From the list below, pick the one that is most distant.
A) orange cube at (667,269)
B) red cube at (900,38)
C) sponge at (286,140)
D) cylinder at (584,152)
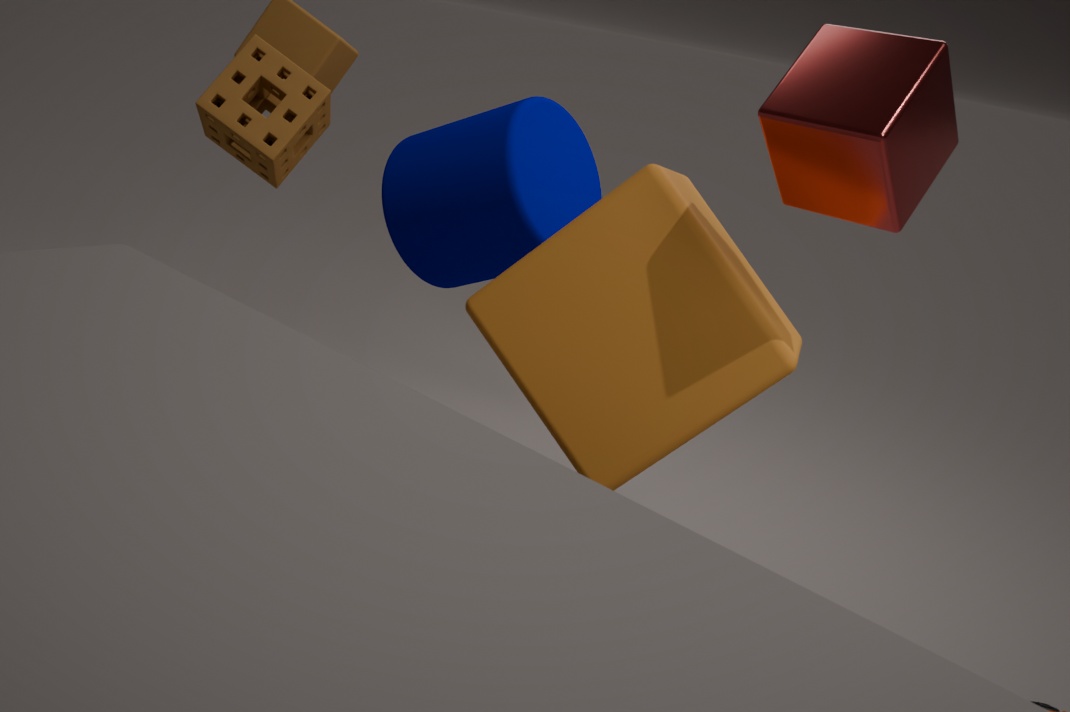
cylinder at (584,152)
